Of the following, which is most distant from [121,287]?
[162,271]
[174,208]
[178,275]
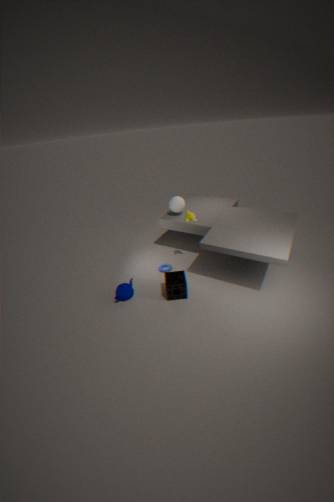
[174,208]
